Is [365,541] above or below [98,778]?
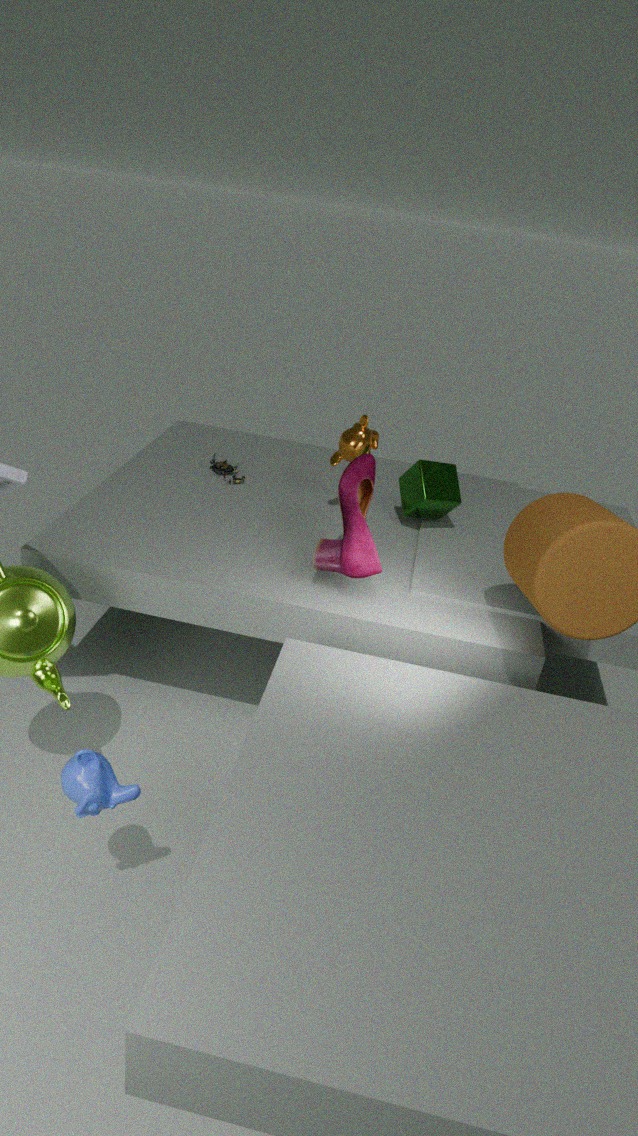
above
